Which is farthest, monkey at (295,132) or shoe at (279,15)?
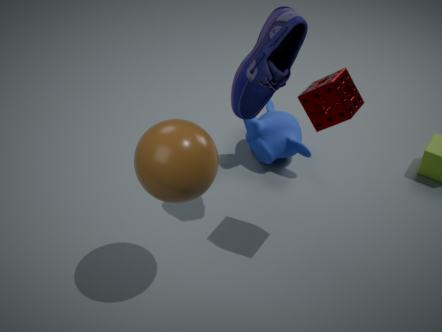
monkey at (295,132)
